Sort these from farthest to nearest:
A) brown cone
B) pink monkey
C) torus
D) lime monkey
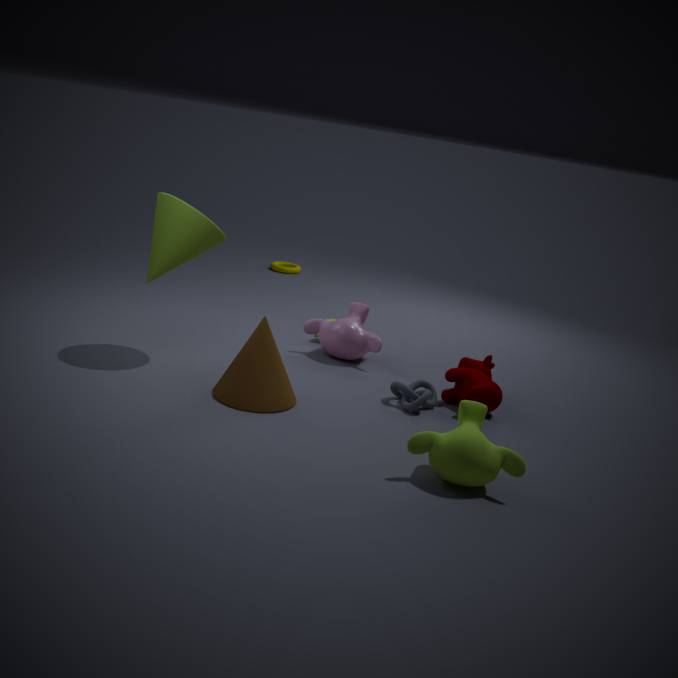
1. torus
2. pink monkey
3. brown cone
4. lime monkey
